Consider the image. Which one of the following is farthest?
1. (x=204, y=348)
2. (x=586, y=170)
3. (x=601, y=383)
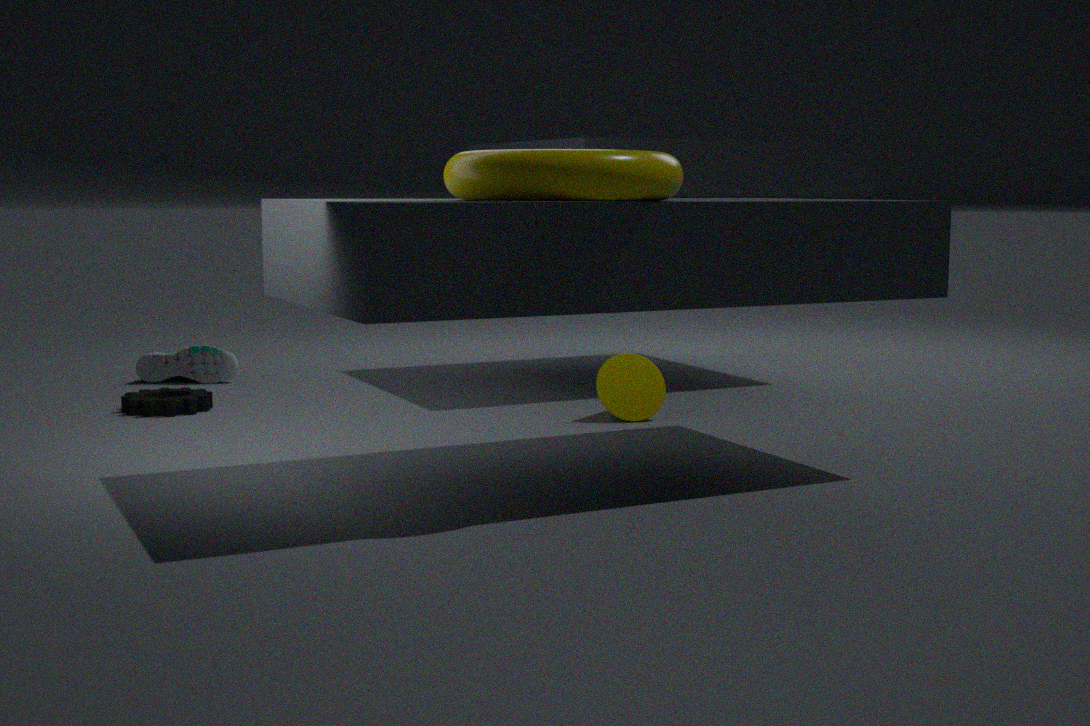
(x=204, y=348)
